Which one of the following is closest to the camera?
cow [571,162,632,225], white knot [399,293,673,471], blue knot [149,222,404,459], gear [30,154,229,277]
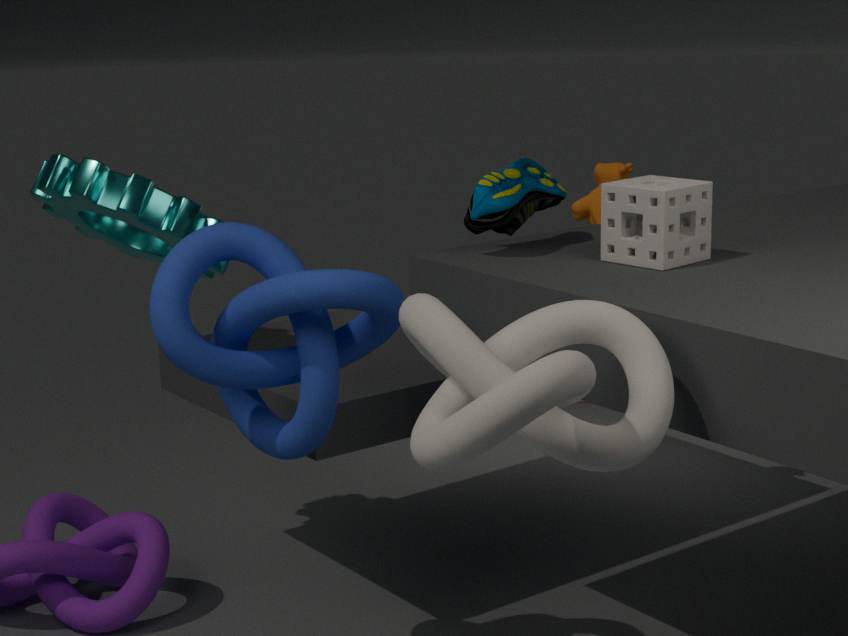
white knot [399,293,673,471]
